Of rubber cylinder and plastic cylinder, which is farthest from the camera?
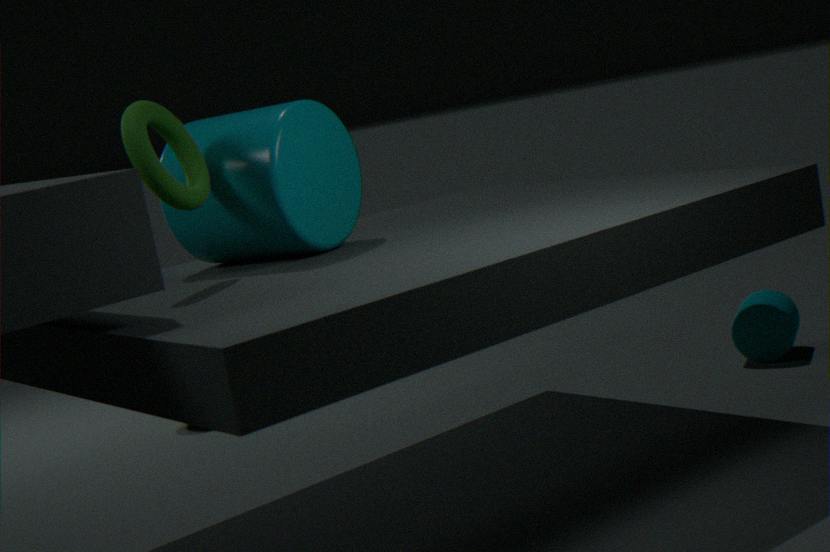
rubber cylinder
